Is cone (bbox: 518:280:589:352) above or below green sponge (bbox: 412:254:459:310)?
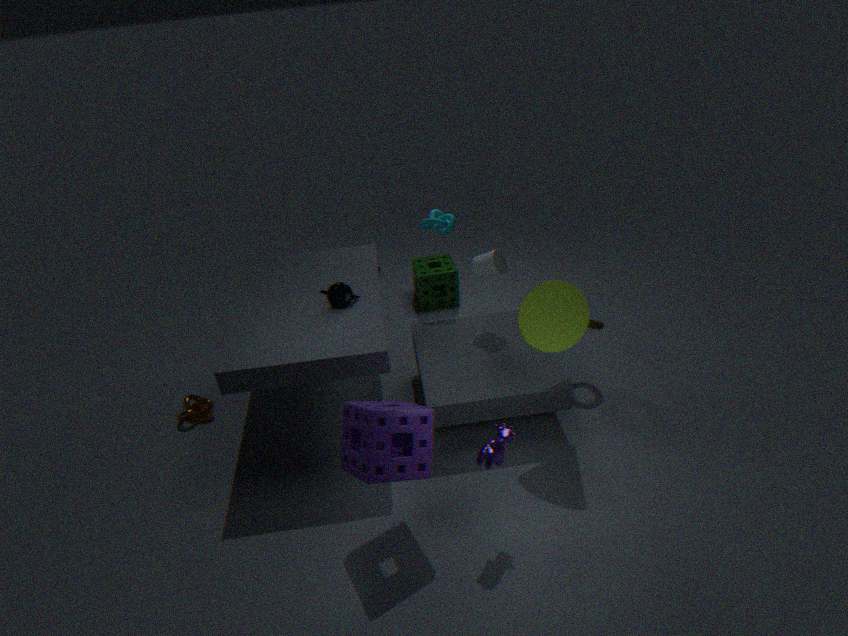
above
